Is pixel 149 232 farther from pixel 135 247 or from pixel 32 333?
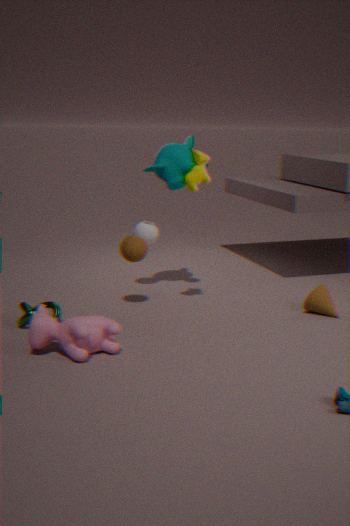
pixel 32 333
